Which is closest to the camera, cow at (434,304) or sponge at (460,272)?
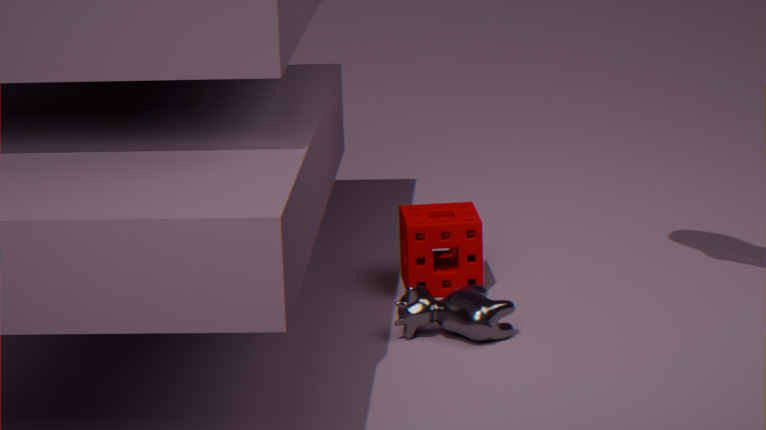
cow at (434,304)
